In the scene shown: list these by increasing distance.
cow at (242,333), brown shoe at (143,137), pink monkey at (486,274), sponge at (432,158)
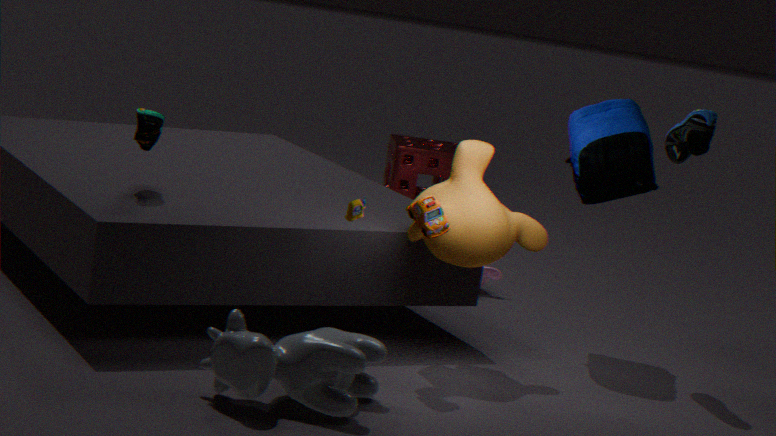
cow at (242,333)
brown shoe at (143,137)
pink monkey at (486,274)
sponge at (432,158)
